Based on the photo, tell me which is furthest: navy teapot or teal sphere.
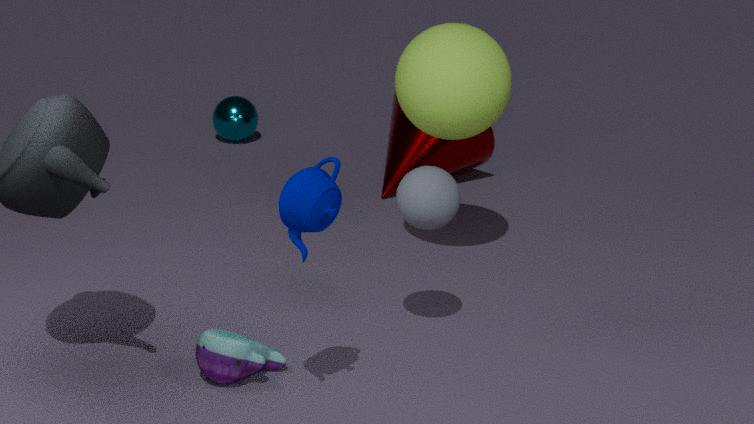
teal sphere
